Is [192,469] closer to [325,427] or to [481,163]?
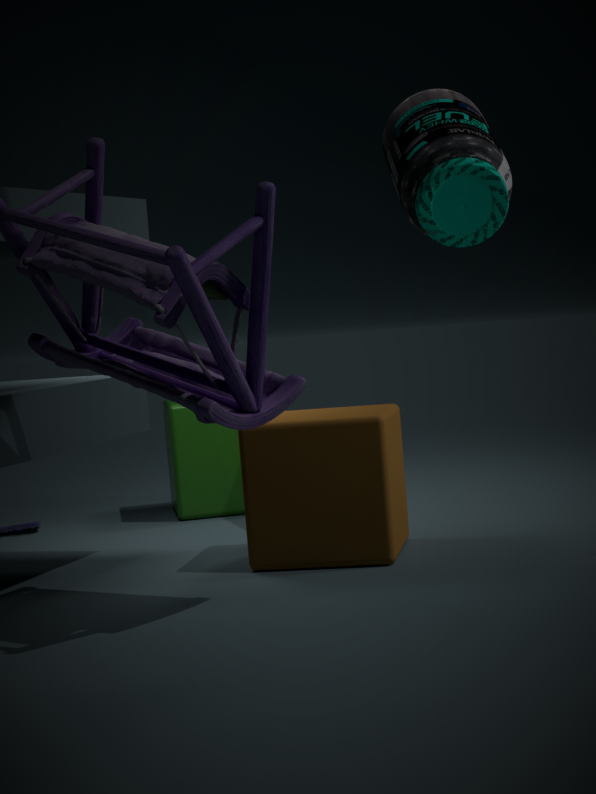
[325,427]
